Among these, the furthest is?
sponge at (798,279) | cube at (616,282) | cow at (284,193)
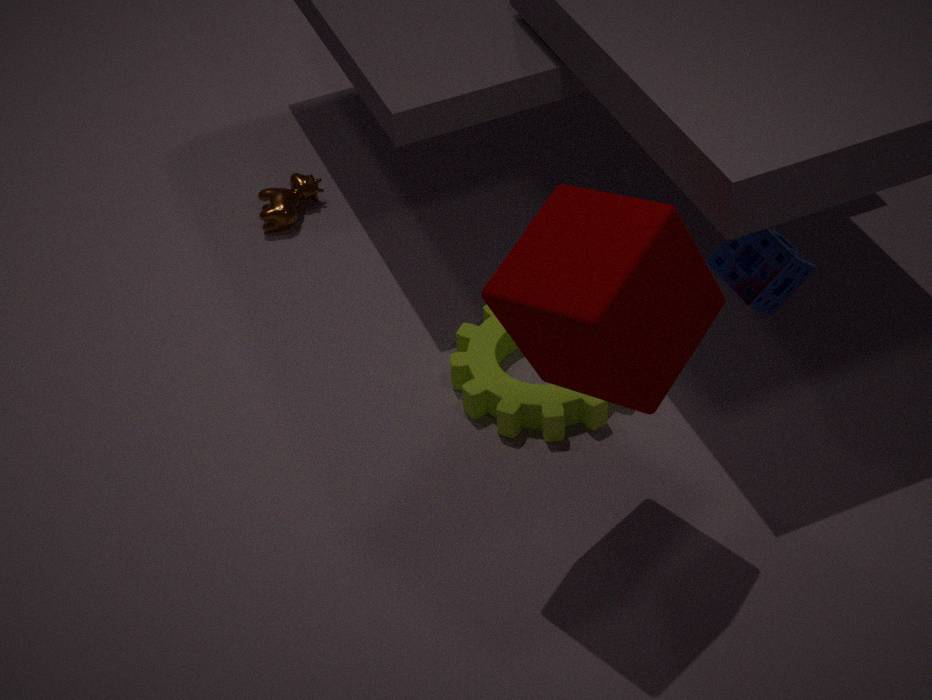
cow at (284,193)
